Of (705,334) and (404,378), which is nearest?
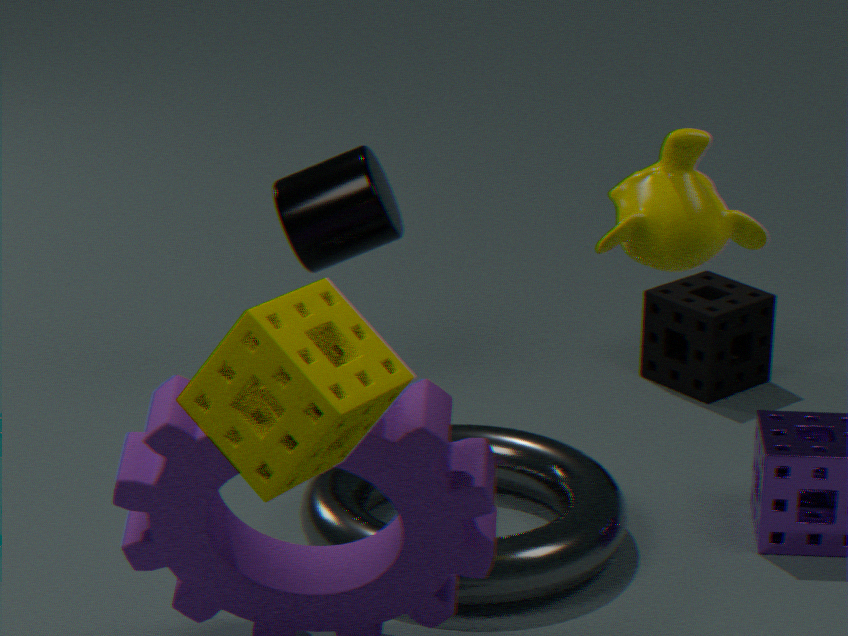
(404,378)
